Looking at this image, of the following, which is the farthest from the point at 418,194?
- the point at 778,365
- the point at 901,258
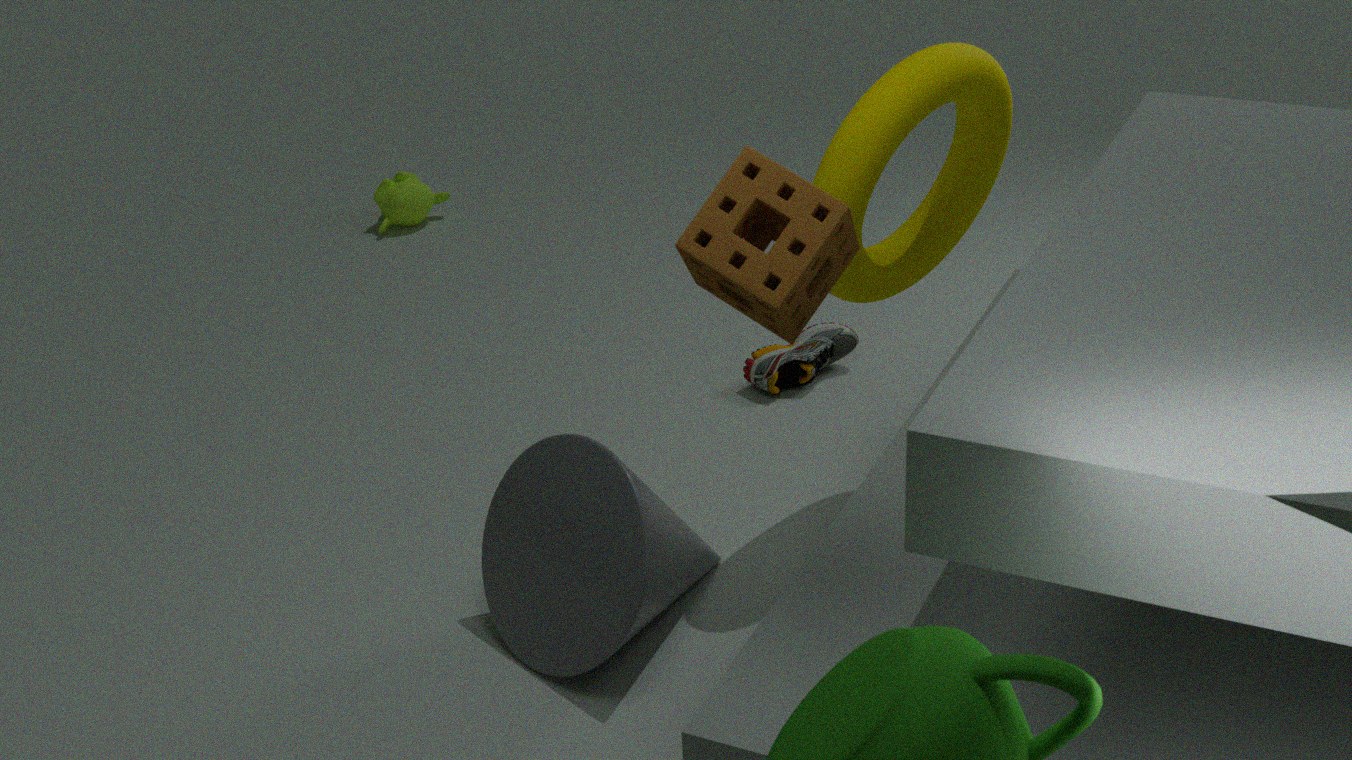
the point at 901,258
